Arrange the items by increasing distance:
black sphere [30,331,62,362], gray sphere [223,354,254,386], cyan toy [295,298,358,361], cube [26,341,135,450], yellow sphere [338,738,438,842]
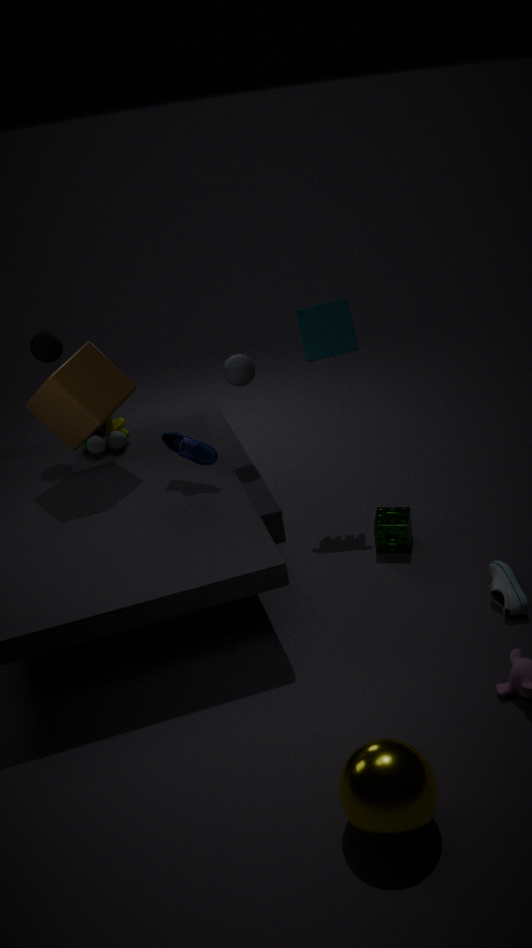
yellow sphere [338,738,438,842] < cube [26,341,135,450] < cyan toy [295,298,358,361] < black sphere [30,331,62,362] < gray sphere [223,354,254,386]
